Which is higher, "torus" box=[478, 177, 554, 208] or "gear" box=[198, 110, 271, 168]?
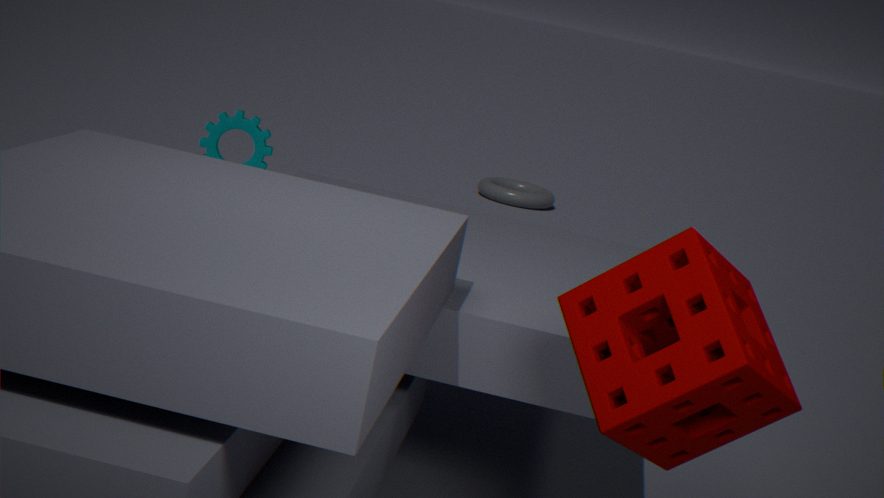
"gear" box=[198, 110, 271, 168]
